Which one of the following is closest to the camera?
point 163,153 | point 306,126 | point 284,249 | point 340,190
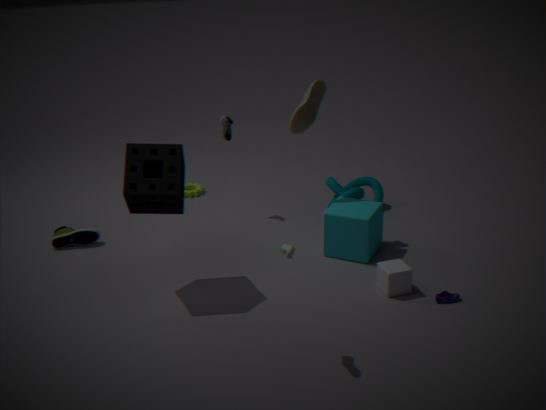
point 284,249
